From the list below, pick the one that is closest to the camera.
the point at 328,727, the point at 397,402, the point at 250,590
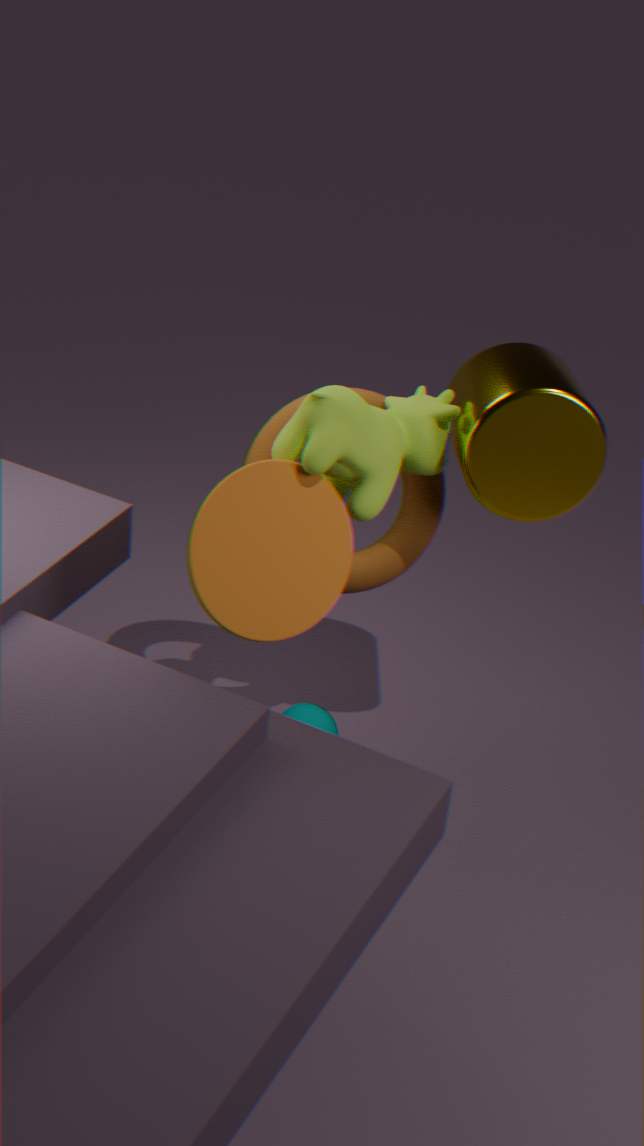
the point at 250,590
